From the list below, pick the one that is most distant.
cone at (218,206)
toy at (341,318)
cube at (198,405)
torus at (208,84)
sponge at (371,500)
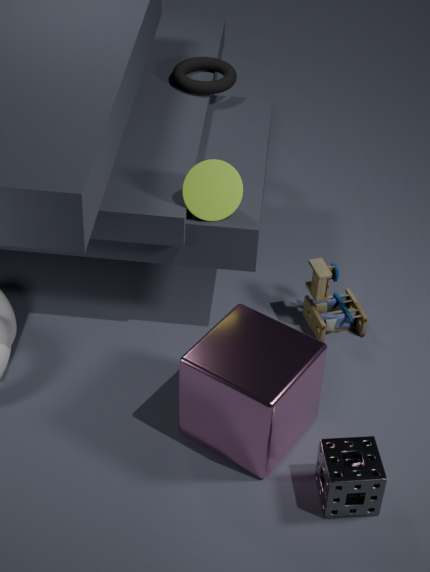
torus at (208,84)
